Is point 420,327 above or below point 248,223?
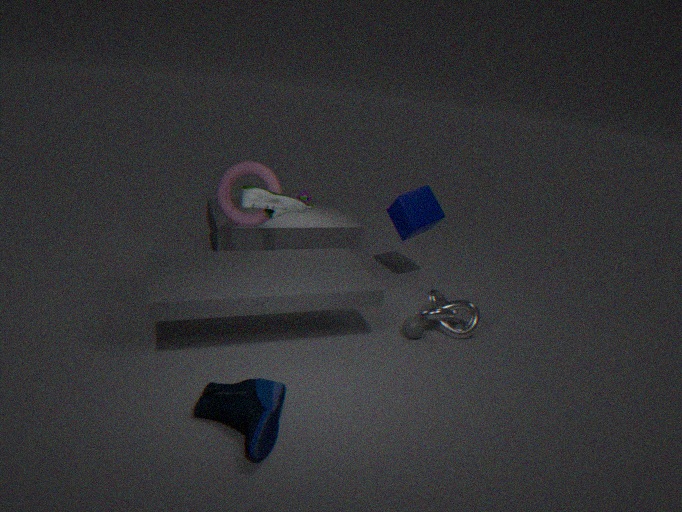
below
